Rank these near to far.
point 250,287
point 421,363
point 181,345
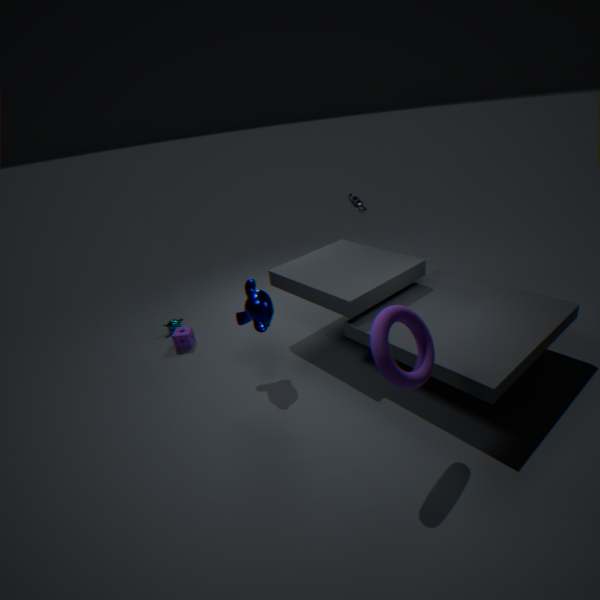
point 421,363, point 250,287, point 181,345
